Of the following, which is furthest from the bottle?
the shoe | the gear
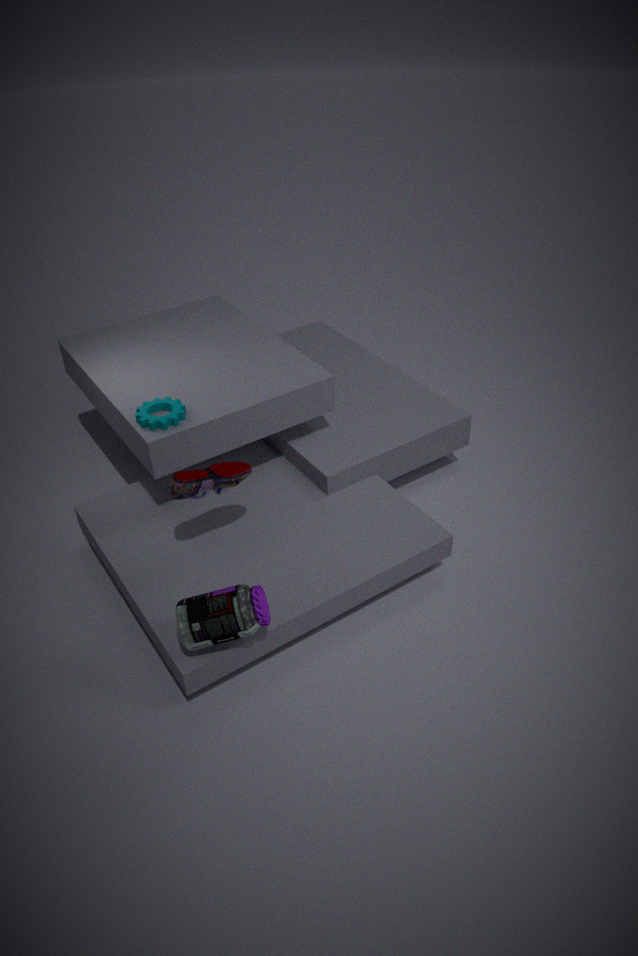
the gear
